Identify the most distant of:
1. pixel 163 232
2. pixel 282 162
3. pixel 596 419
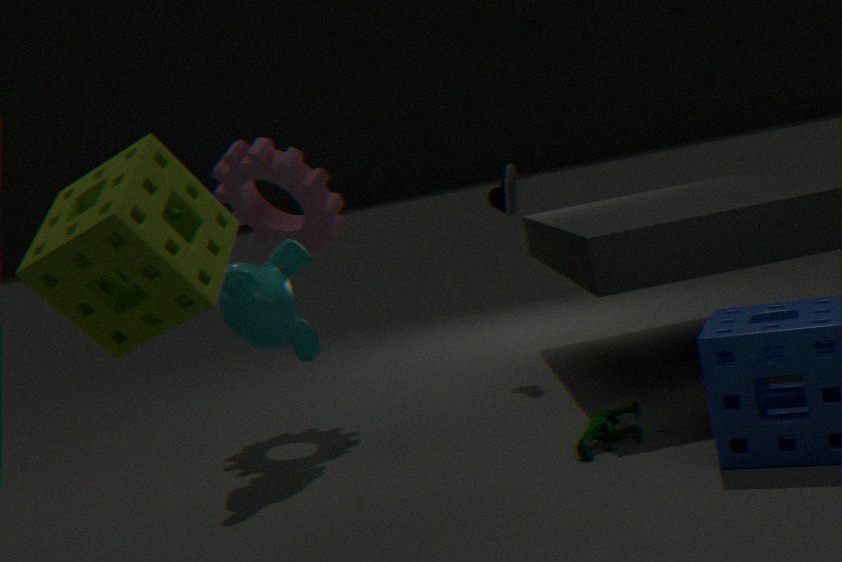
pixel 282 162
